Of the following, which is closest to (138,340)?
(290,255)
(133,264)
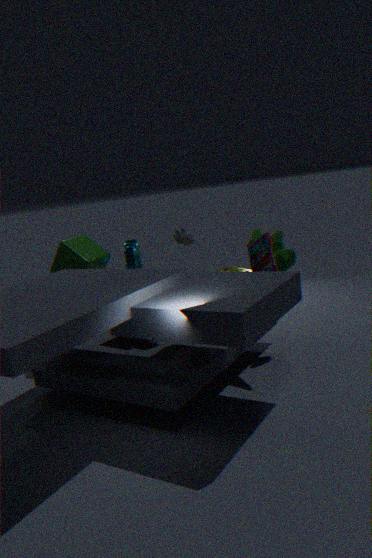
Result: (133,264)
